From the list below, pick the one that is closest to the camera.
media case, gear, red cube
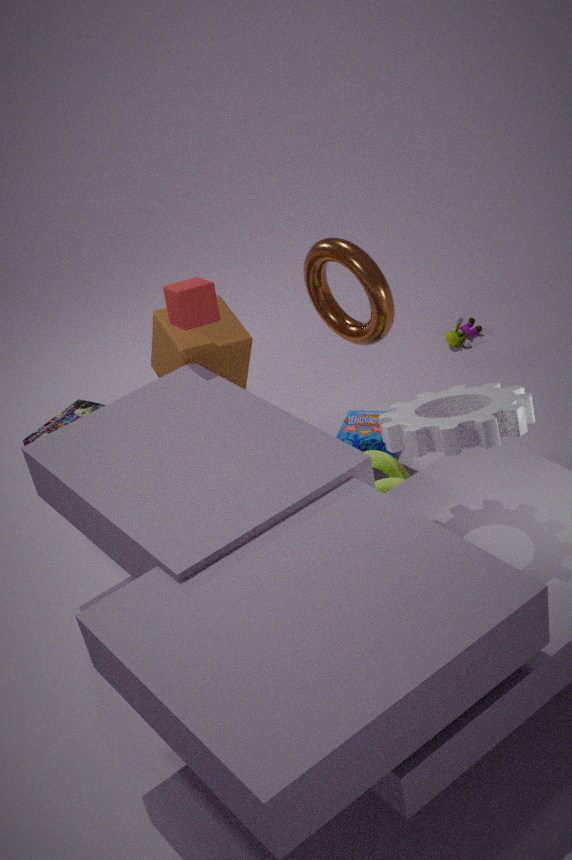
gear
